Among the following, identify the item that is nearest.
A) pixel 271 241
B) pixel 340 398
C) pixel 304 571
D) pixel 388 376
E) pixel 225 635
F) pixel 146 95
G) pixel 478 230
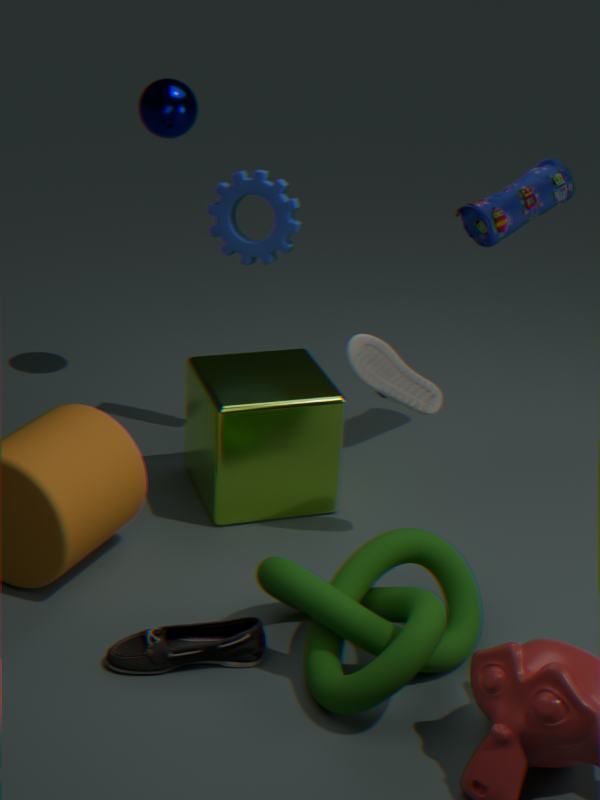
pixel 304 571
